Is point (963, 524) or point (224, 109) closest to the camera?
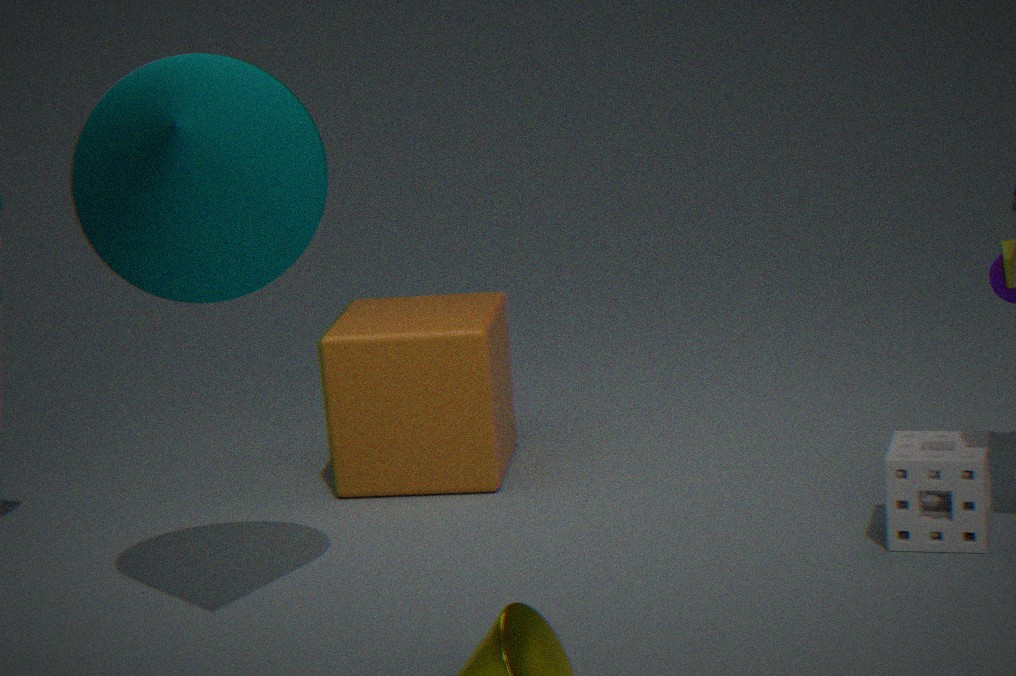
point (224, 109)
